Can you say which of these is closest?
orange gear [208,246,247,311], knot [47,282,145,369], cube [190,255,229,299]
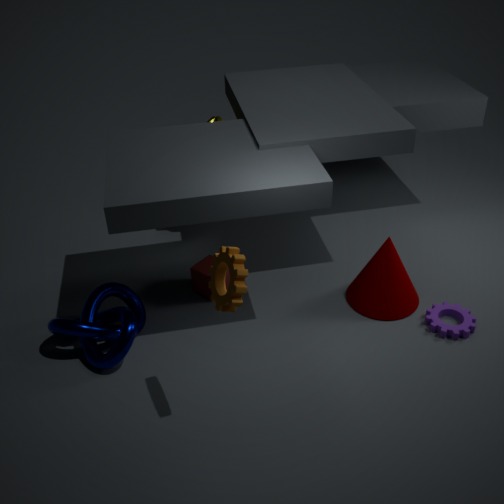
orange gear [208,246,247,311]
